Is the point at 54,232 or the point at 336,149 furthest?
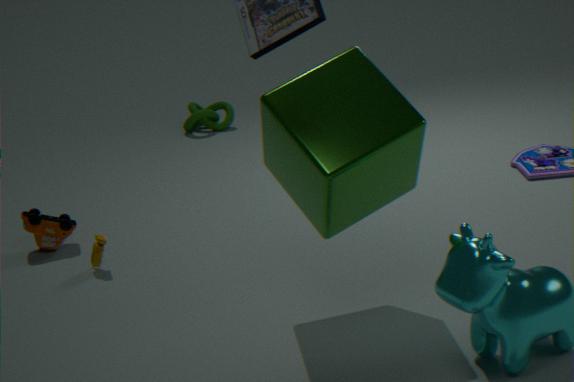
the point at 54,232
